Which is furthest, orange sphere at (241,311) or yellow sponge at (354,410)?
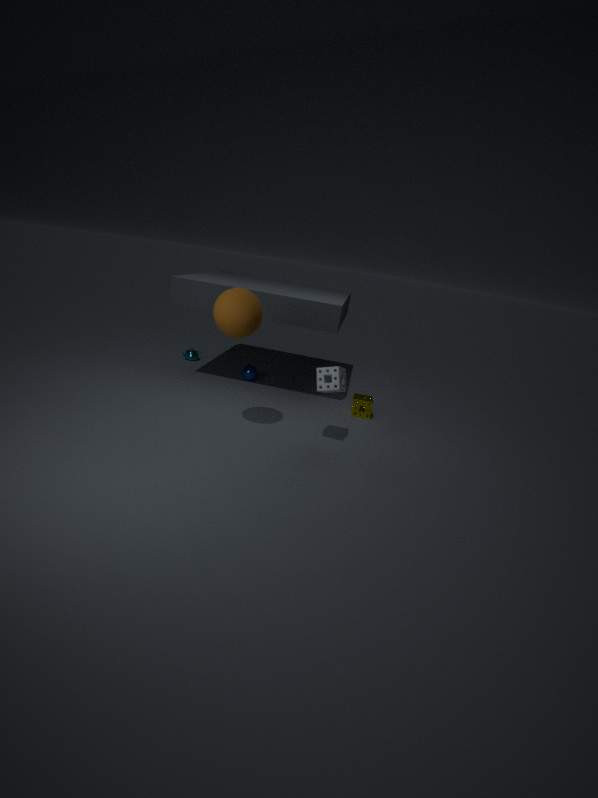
yellow sponge at (354,410)
